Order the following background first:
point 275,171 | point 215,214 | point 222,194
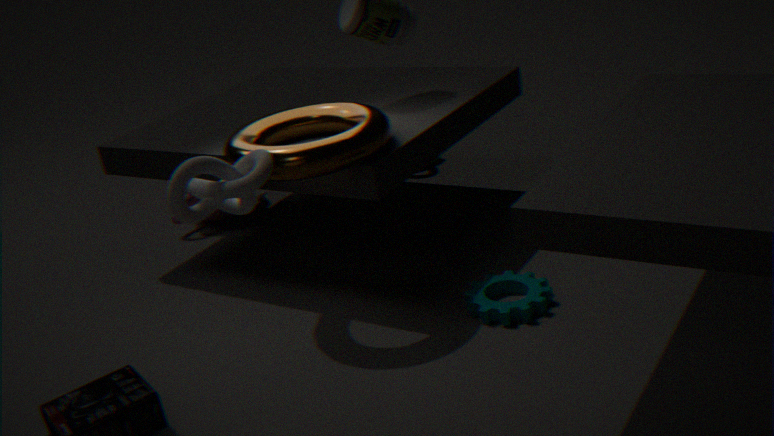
point 215,214 → point 275,171 → point 222,194
